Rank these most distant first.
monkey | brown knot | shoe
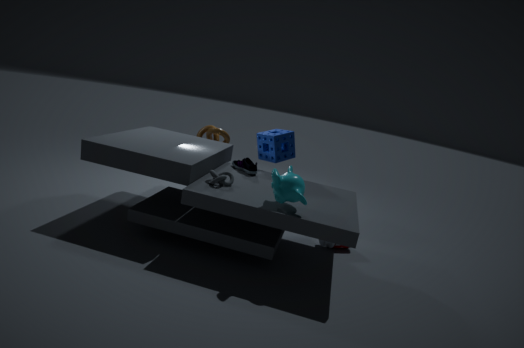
brown knot < shoe < monkey
